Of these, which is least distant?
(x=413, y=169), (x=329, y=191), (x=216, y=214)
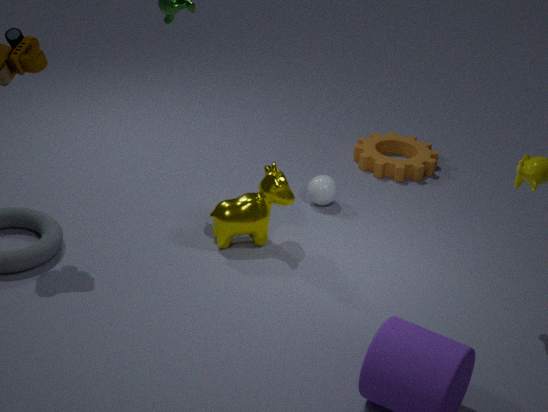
(x=216, y=214)
